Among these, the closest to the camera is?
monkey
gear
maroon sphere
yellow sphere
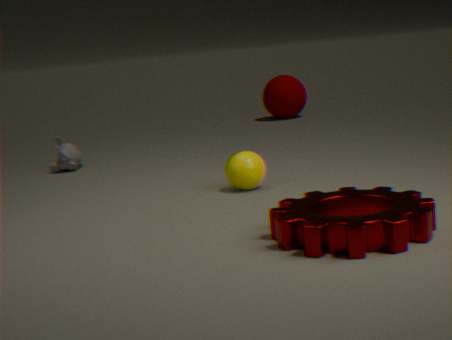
gear
